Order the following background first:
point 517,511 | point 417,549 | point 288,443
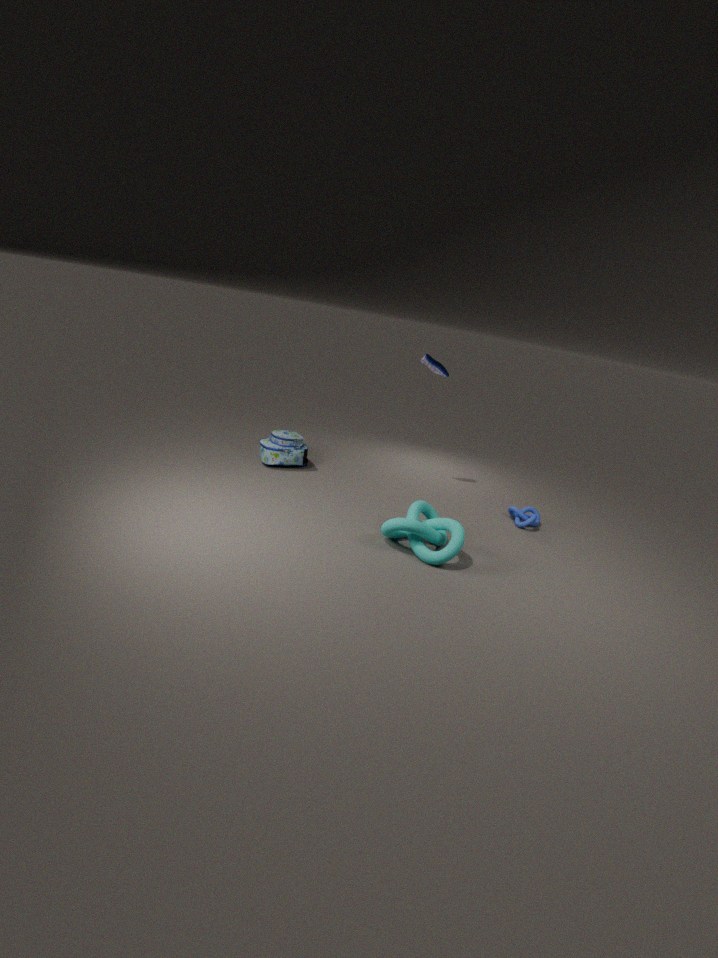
1. point 288,443
2. point 517,511
3. point 417,549
